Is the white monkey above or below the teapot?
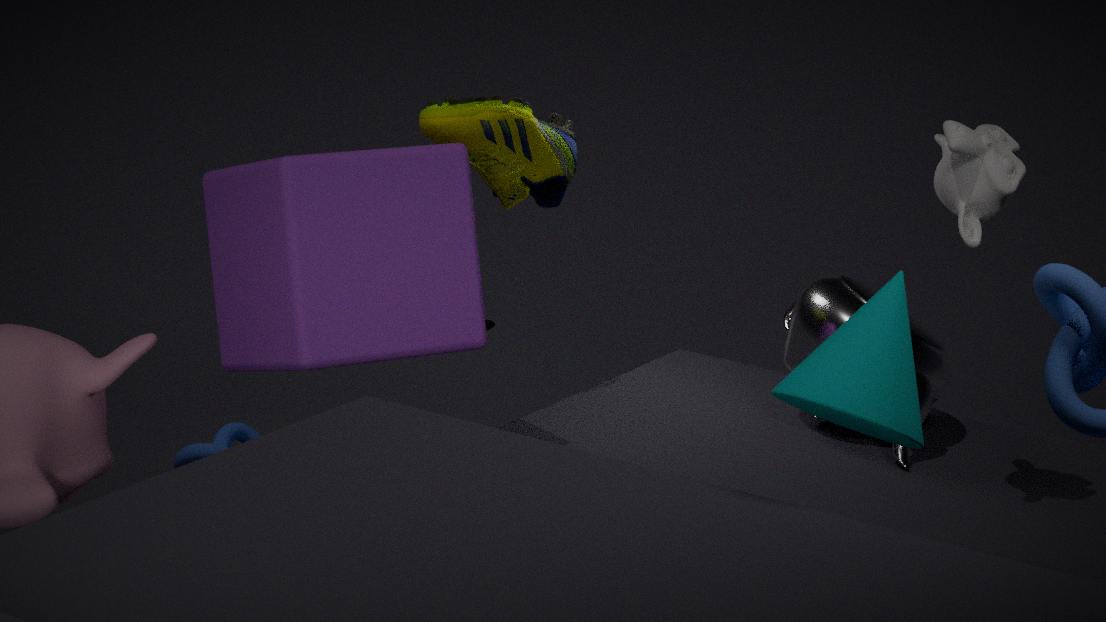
above
